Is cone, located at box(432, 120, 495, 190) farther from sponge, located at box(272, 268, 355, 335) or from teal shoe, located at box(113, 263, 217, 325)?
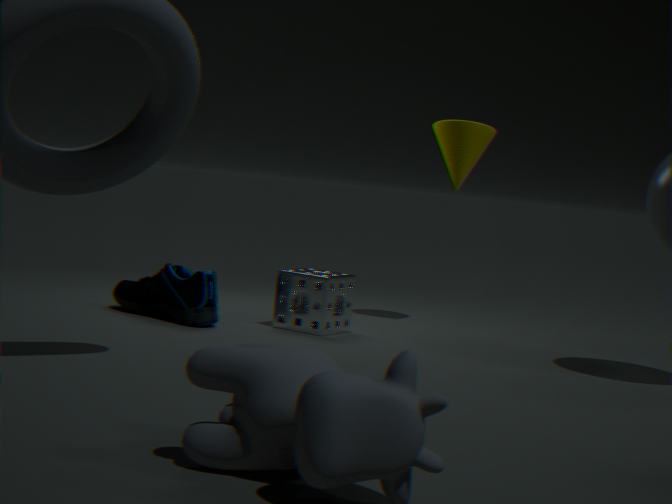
teal shoe, located at box(113, 263, 217, 325)
